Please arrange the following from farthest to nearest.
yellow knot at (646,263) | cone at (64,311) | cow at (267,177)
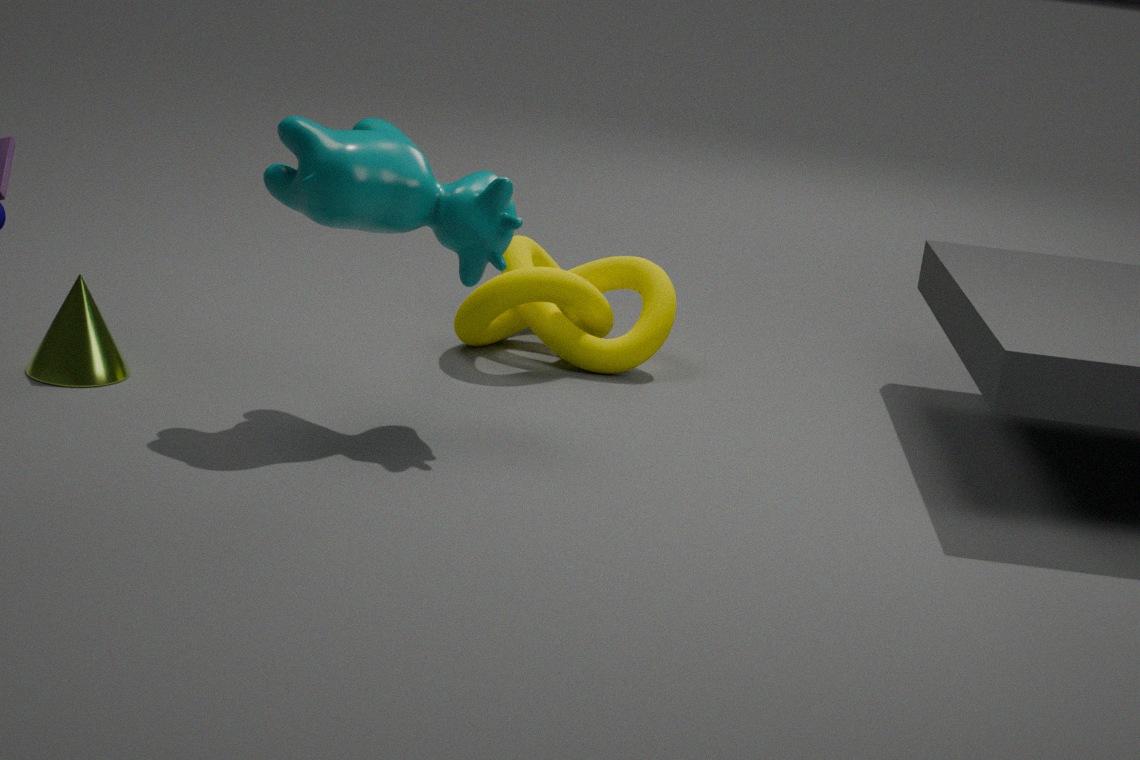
1. yellow knot at (646,263)
2. cone at (64,311)
3. cow at (267,177)
